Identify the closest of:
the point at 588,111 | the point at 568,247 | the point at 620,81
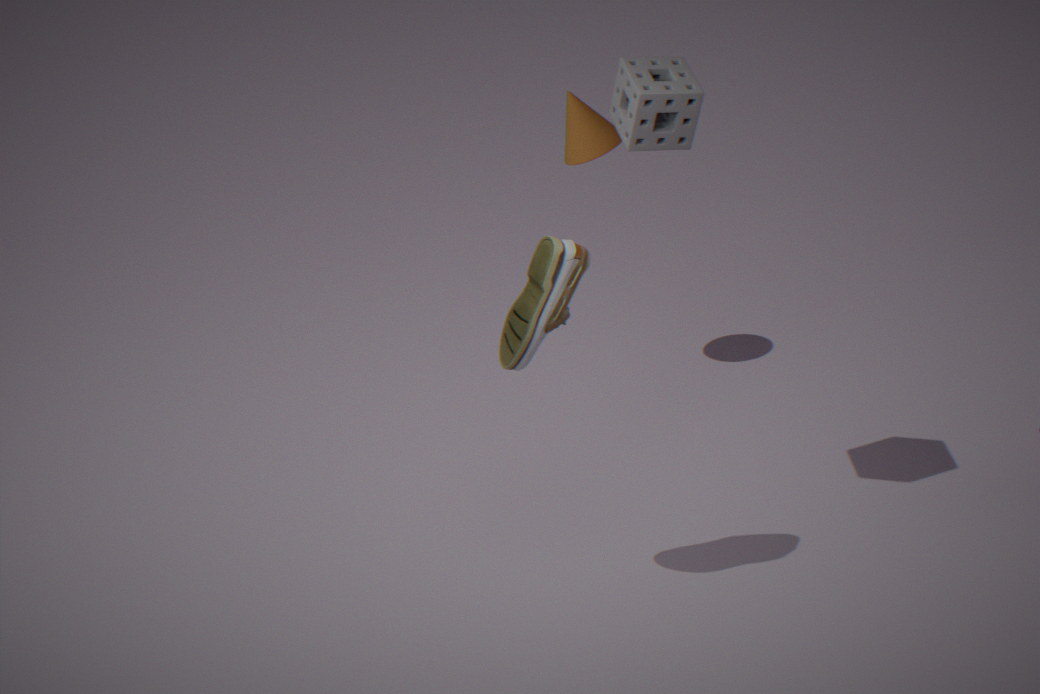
the point at 568,247
